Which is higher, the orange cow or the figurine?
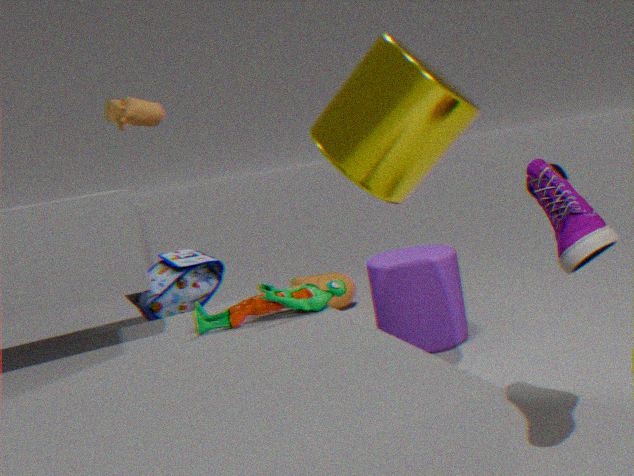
the figurine
